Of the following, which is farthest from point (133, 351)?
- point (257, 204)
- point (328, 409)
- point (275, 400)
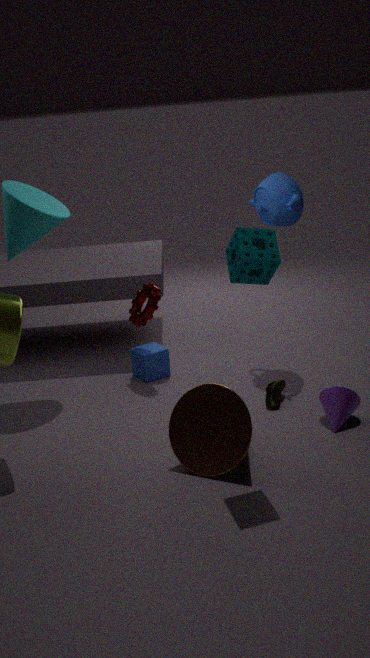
point (328, 409)
